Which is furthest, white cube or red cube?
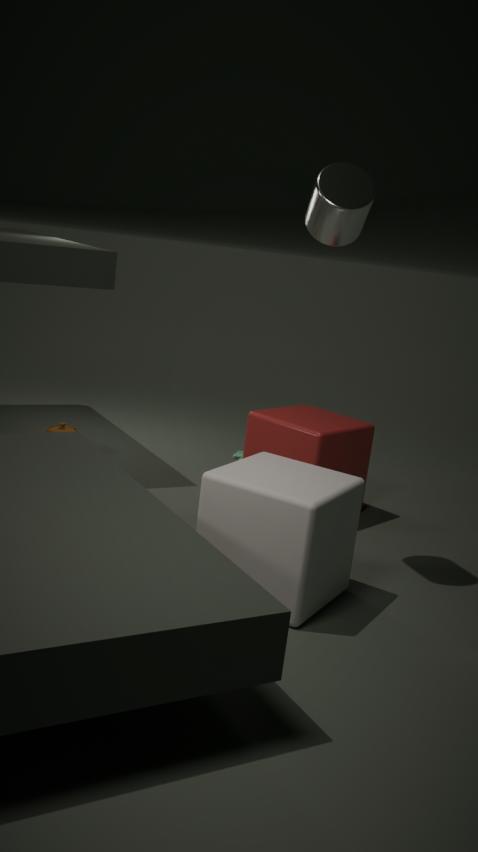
red cube
